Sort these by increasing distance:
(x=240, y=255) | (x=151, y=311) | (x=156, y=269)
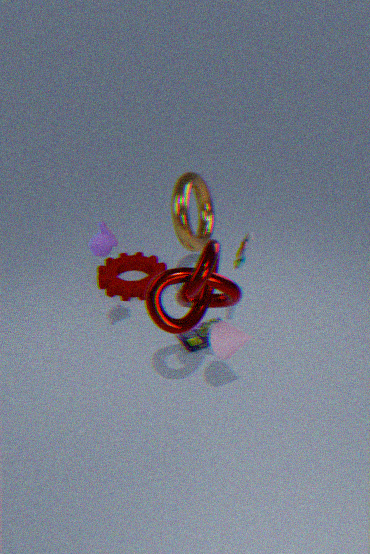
(x=151, y=311), (x=240, y=255), (x=156, y=269)
